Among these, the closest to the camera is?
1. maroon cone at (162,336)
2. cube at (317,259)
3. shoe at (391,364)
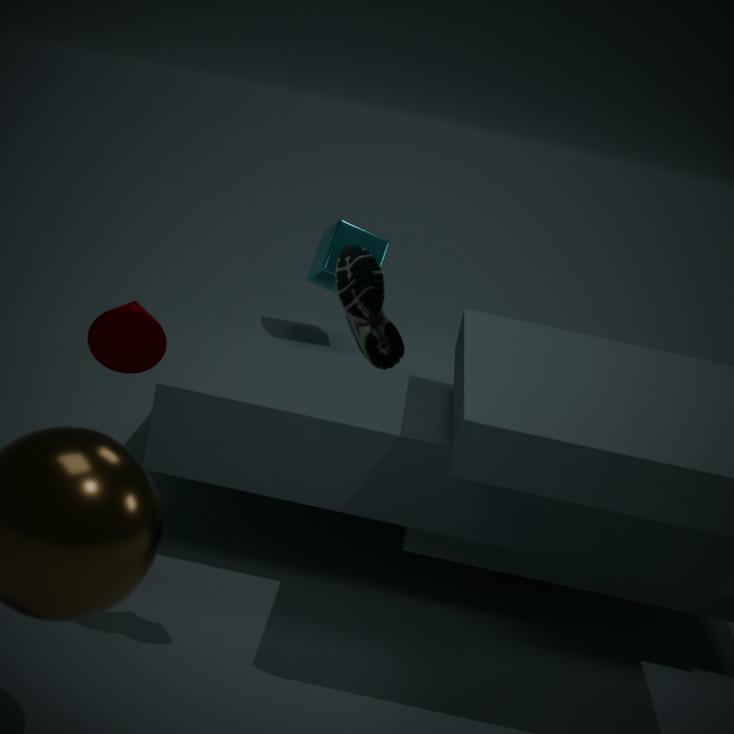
shoe at (391,364)
